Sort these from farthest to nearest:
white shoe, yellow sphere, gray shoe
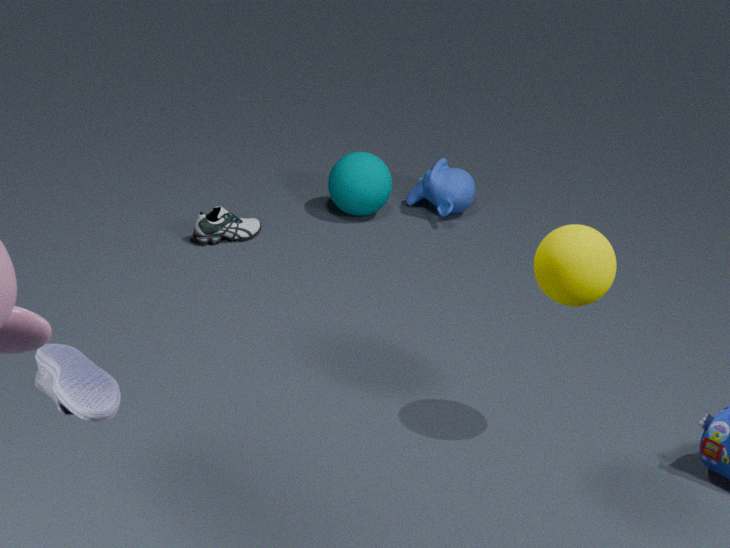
gray shoe < yellow sphere < white shoe
